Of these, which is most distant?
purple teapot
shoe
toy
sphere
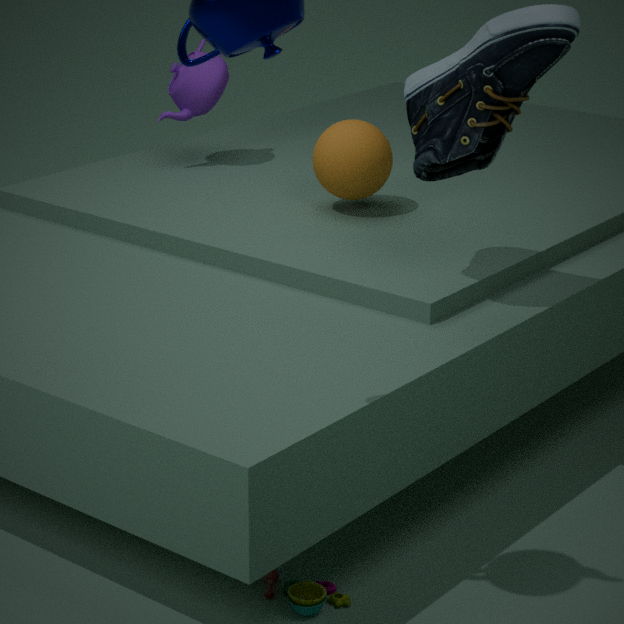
purple teapot
